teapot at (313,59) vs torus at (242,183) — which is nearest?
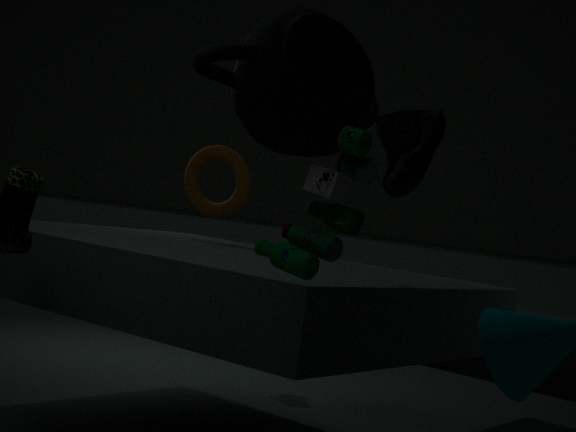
teapot at (313,59)
